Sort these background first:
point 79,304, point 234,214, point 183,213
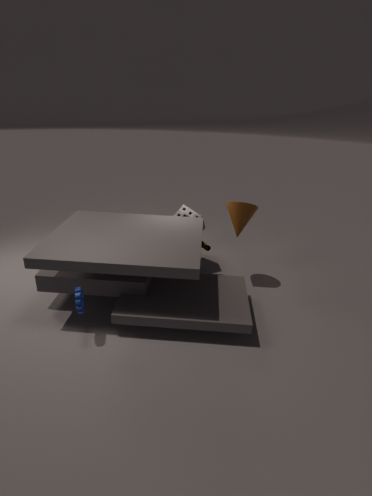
point 183,213 → point 234,214 → point 79,304
